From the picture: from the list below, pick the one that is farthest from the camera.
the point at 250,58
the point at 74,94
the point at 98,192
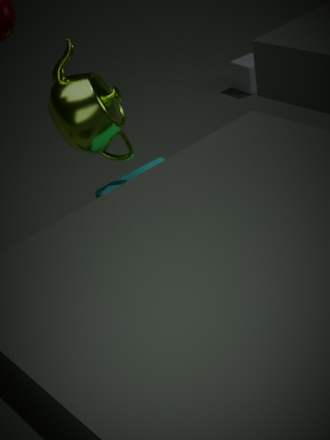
the point at 250,58
